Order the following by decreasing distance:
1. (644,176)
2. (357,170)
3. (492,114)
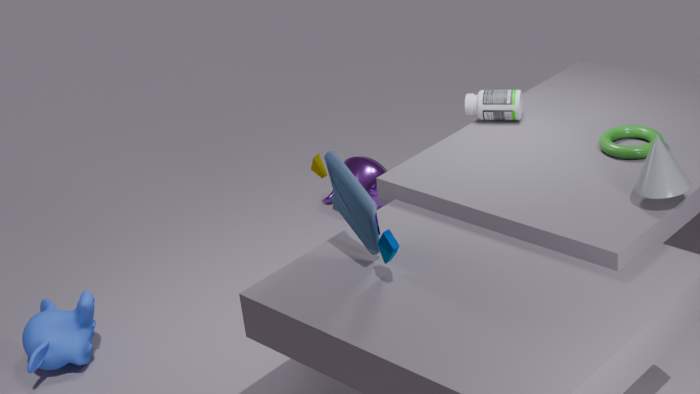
1. (357,170)
2. (492,114)
3. (644,176)
